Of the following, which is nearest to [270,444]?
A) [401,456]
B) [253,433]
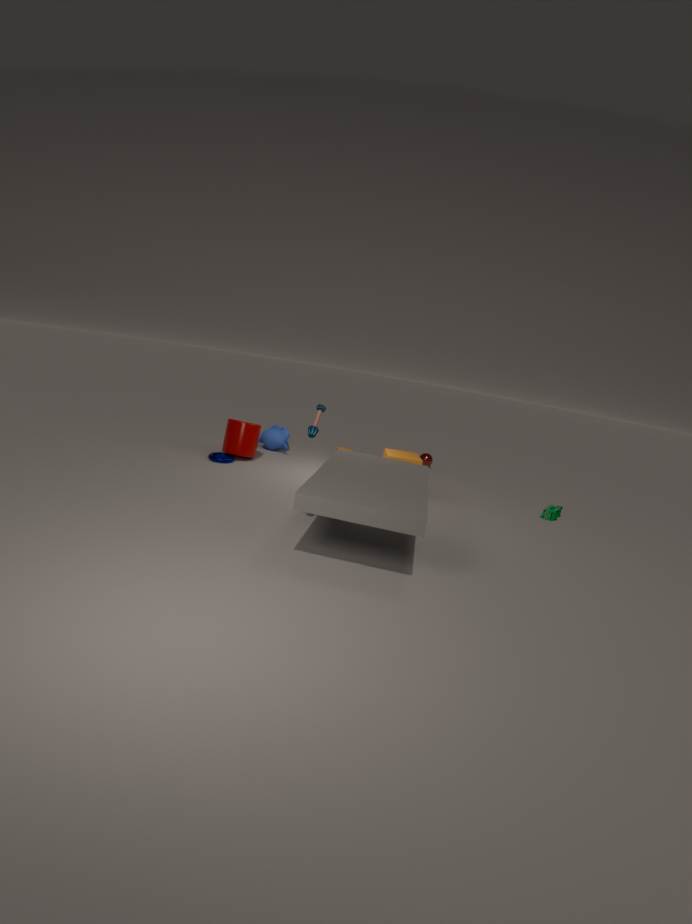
[253,433]
